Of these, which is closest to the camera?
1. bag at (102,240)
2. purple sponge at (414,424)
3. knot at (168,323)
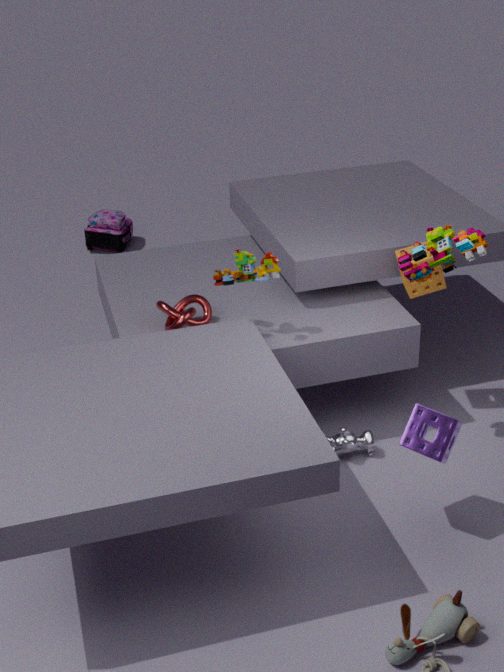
purple sponge at (414,424)
